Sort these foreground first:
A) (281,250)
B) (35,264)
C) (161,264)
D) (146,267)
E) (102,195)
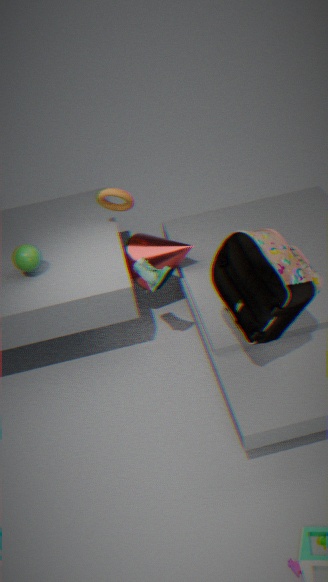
(281,250), (146,267), (35,264), (161,264), (102,195)
